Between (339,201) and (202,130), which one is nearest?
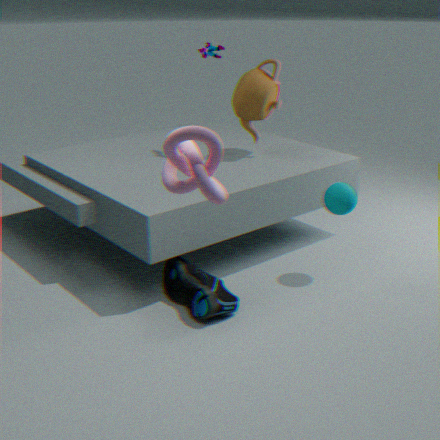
(202,130)
